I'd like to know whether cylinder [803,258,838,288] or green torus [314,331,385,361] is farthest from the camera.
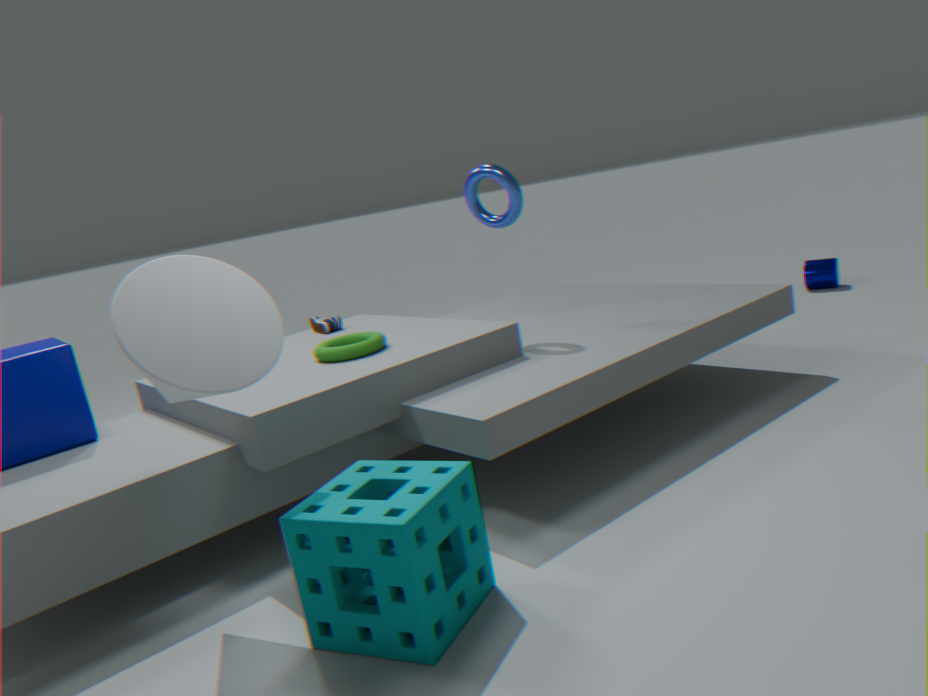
cylinder [803,258,838,288]
